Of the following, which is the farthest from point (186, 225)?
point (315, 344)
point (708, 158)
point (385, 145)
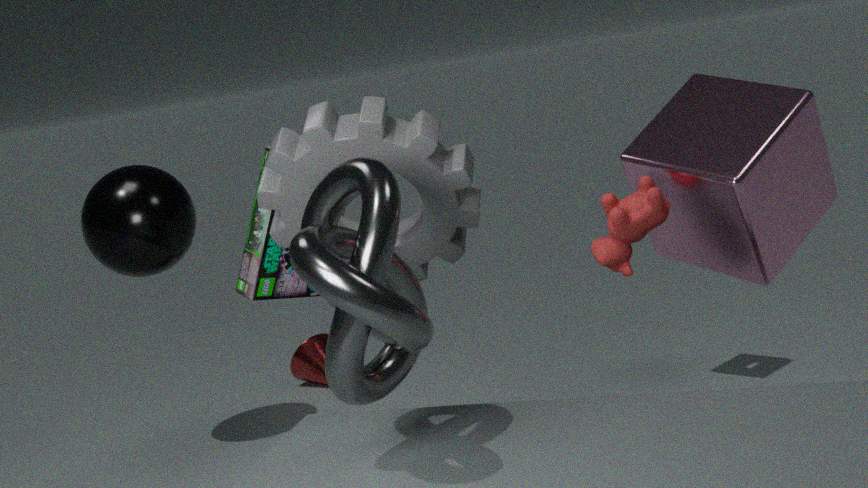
point (708, 158)
